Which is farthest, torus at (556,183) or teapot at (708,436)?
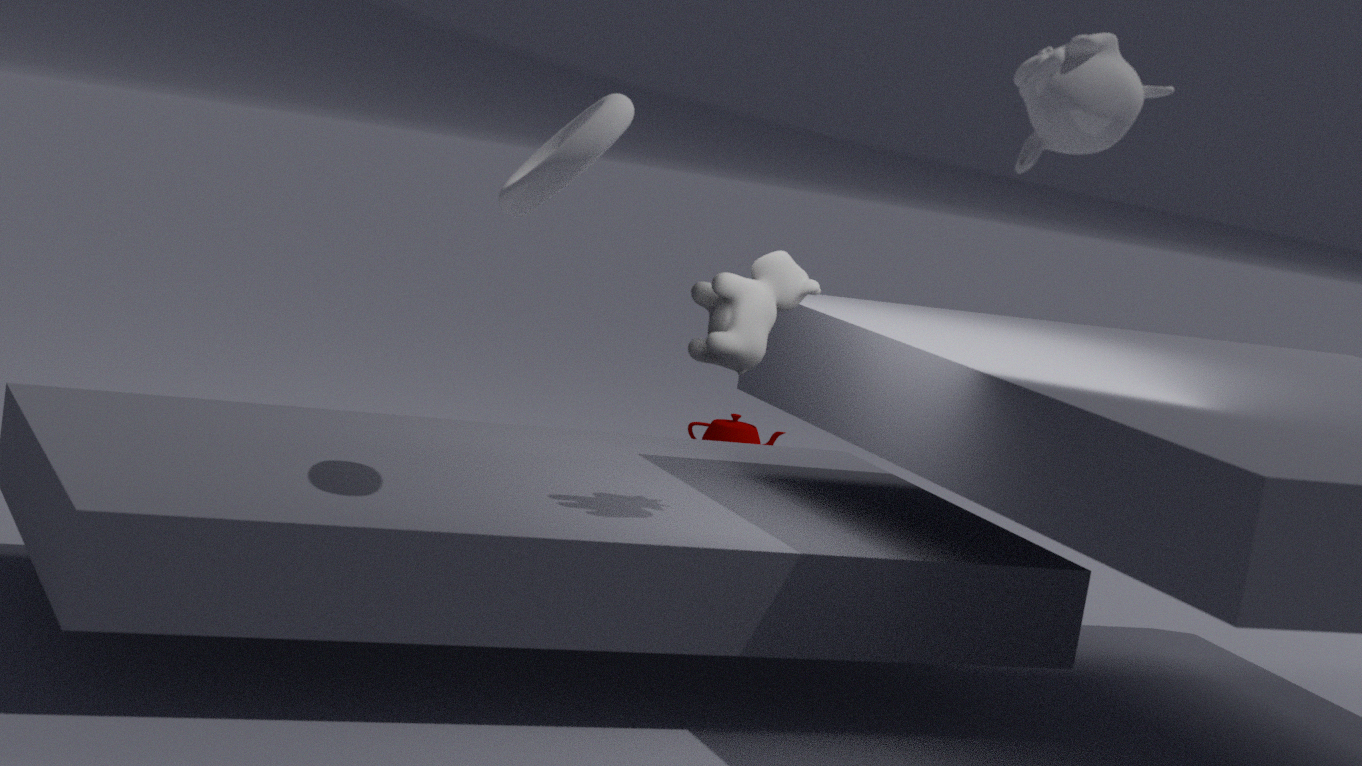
teapot at (708,436)
